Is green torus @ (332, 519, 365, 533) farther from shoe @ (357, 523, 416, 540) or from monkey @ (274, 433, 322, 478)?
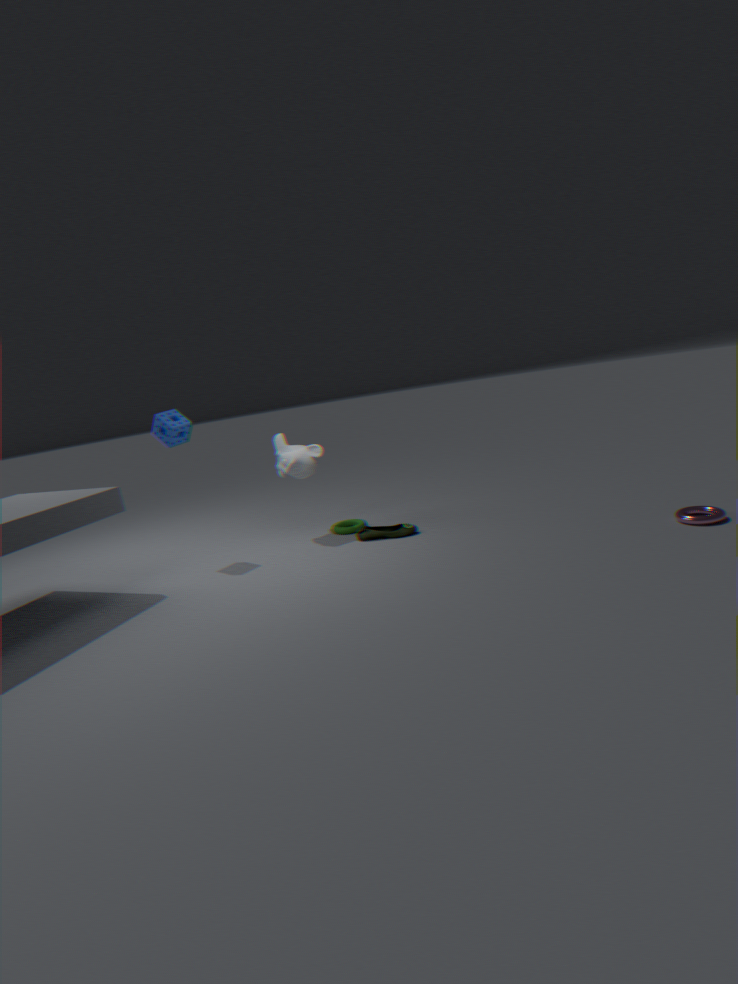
monkey @ (274, 433, 322, 478)
